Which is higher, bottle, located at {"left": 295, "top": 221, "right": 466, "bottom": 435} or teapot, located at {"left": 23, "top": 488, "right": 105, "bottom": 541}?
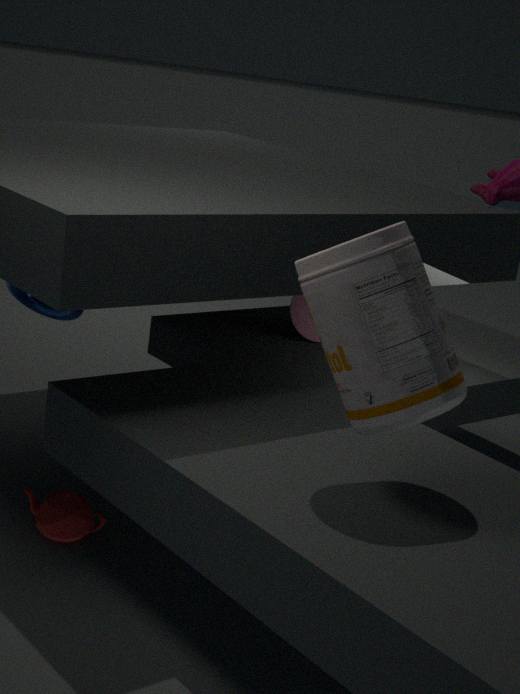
bottle, located at {"left": 295, "top": 221, "right": 466, "bottom": 435}
